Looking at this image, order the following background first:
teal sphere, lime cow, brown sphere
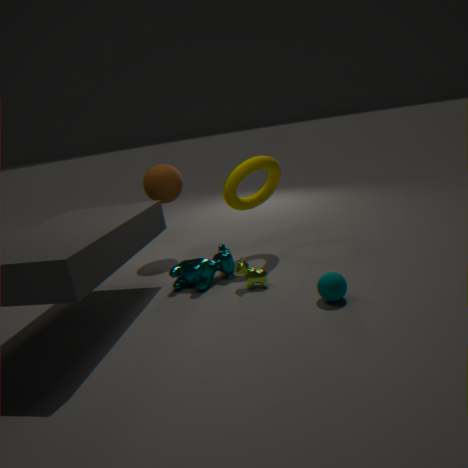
brown sphere
lime cow
teal sphere
